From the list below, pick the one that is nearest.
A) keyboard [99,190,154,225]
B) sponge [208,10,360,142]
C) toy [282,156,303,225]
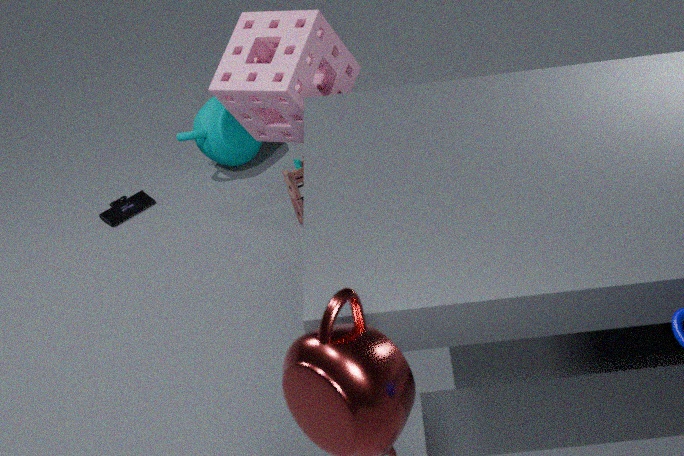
sponge [208,10,360,142]
